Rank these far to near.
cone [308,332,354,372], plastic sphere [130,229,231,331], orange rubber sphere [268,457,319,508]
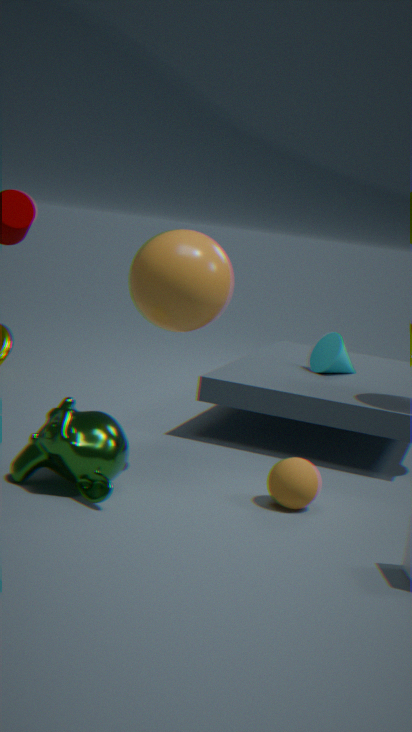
1. cone [308,332,354,372]
2. orange rubber sphere [268,457,319,508]
3. plastic sphere [130,229,231,331]
